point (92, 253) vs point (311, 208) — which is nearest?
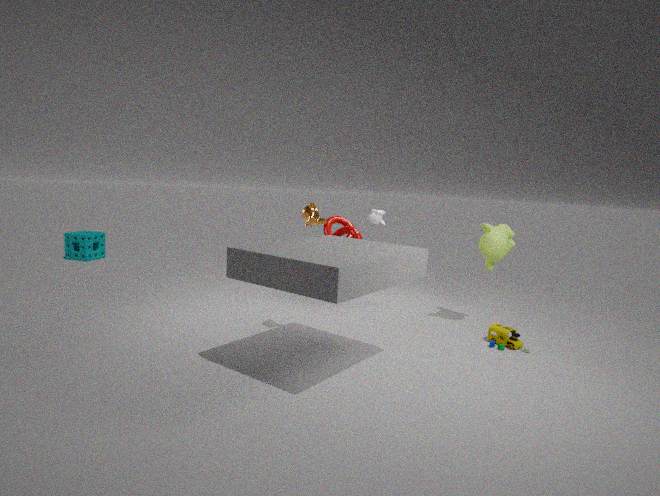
point (311, 208)
